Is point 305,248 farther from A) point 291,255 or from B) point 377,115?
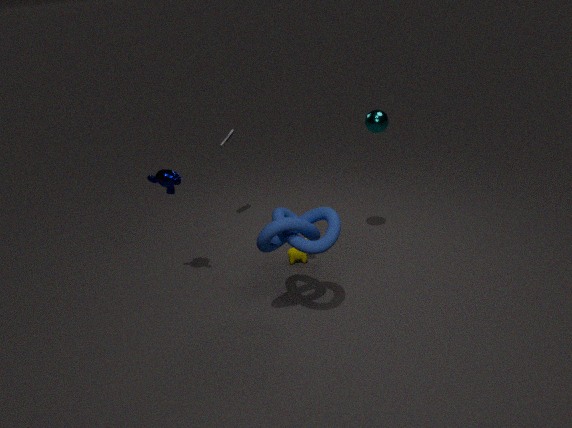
B) point 377,115
